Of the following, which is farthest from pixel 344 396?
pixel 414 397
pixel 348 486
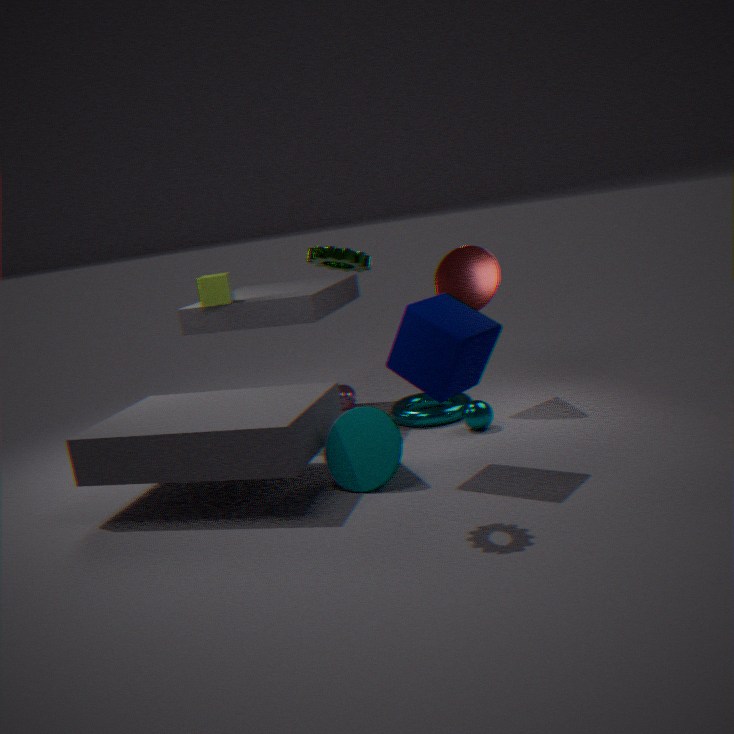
pixel 348 486
